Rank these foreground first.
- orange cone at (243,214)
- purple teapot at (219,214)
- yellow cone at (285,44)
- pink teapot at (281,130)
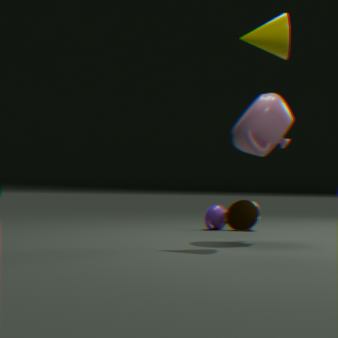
yellow cone at (285,44) < pink teapot at (281,130) < orange cone at (243,214) < purple teapot at (219,214)
